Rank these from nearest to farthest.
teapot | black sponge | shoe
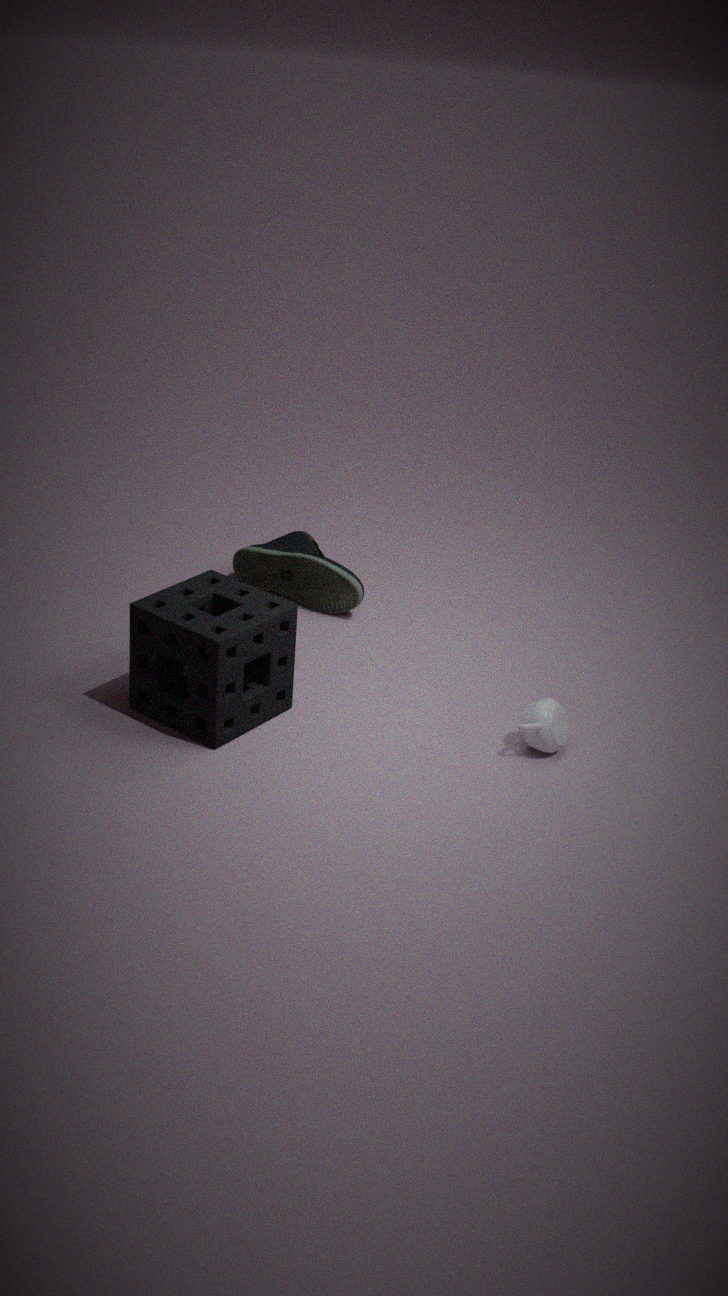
black sponge
teapot
shoe
